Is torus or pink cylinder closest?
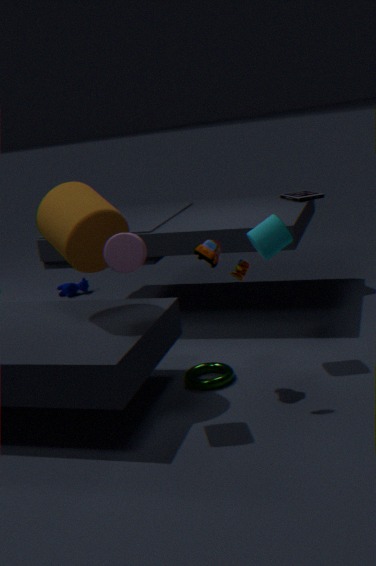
pink cylinder
